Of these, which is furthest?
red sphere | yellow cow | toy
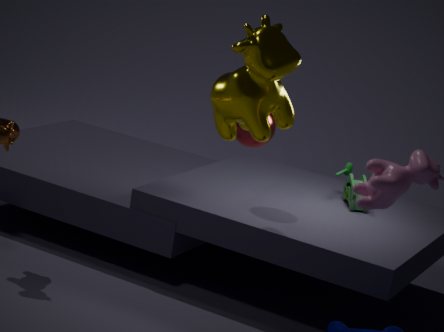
toy
